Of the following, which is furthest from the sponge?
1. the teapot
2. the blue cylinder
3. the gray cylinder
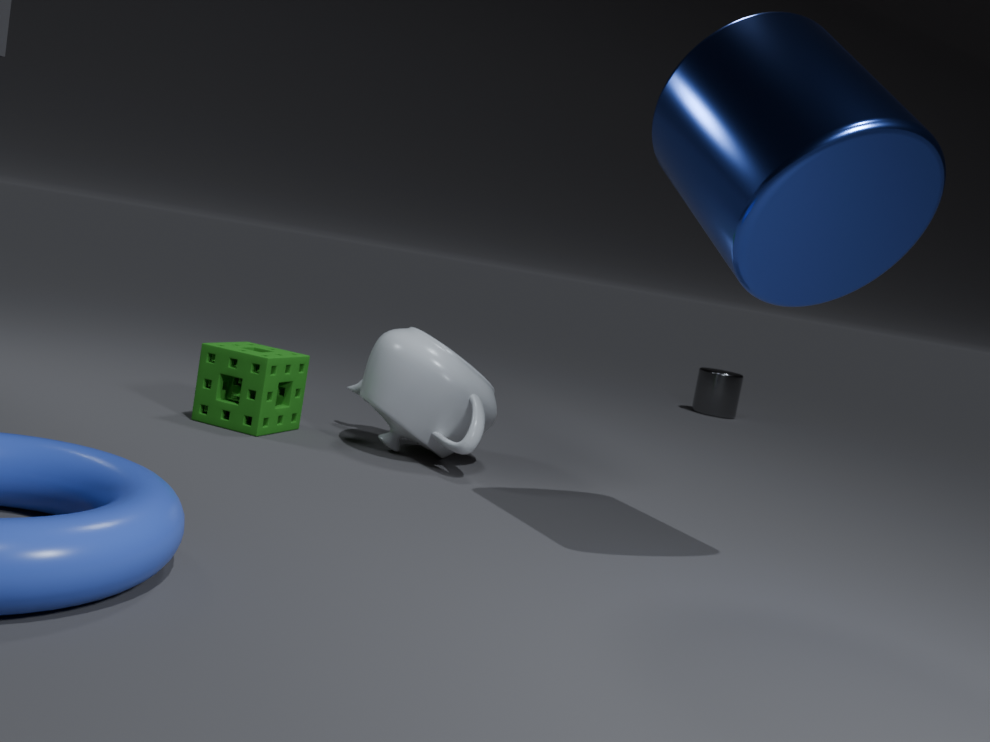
the gray cylinder
